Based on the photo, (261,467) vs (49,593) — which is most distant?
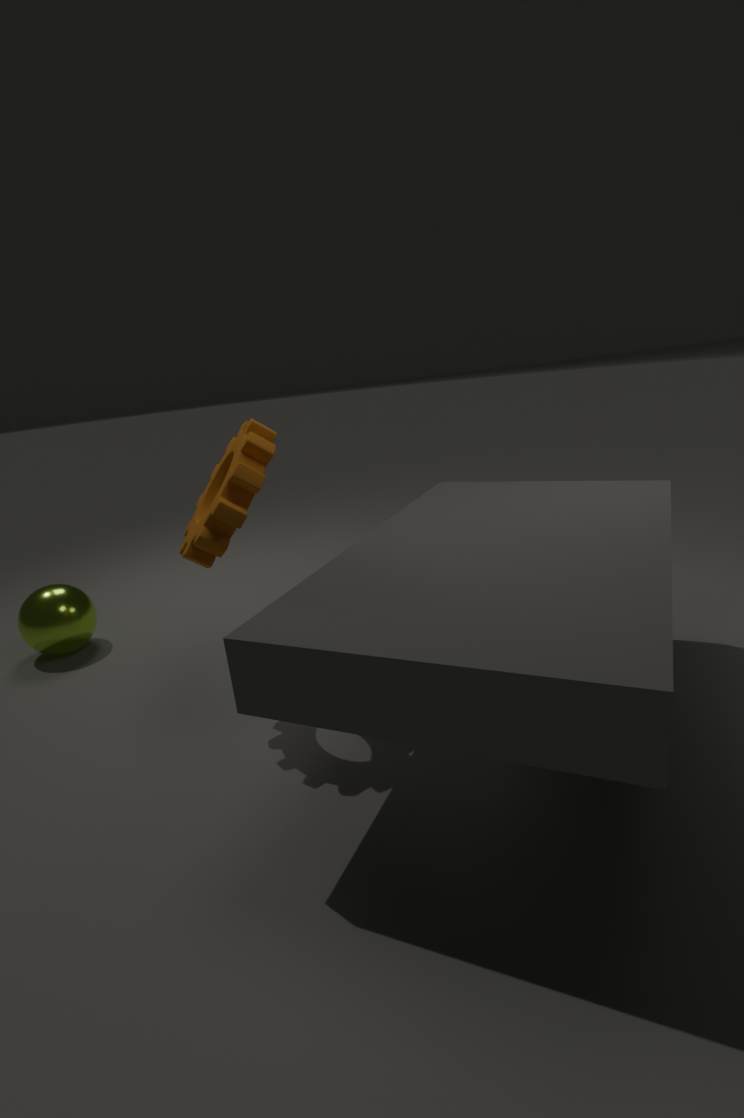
(49,593)
